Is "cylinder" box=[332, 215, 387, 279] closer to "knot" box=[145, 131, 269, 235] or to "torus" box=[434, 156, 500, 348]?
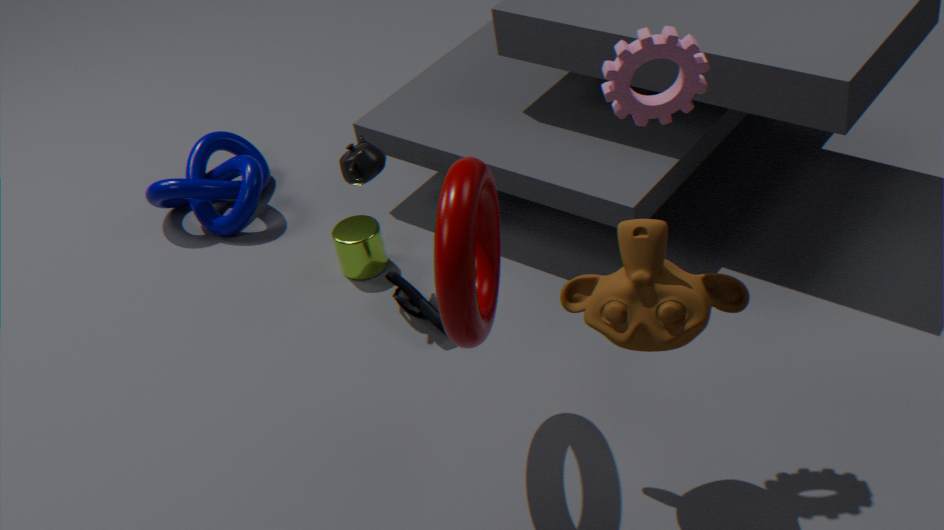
"knot" box=[145, 131, 269, 235]
